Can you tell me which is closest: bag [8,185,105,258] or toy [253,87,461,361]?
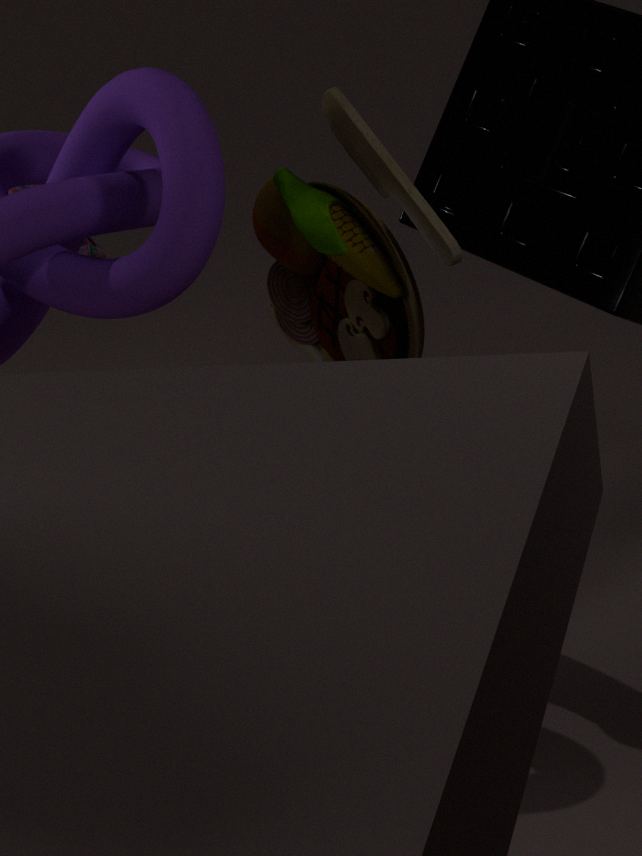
toy [253,87,461,361]
